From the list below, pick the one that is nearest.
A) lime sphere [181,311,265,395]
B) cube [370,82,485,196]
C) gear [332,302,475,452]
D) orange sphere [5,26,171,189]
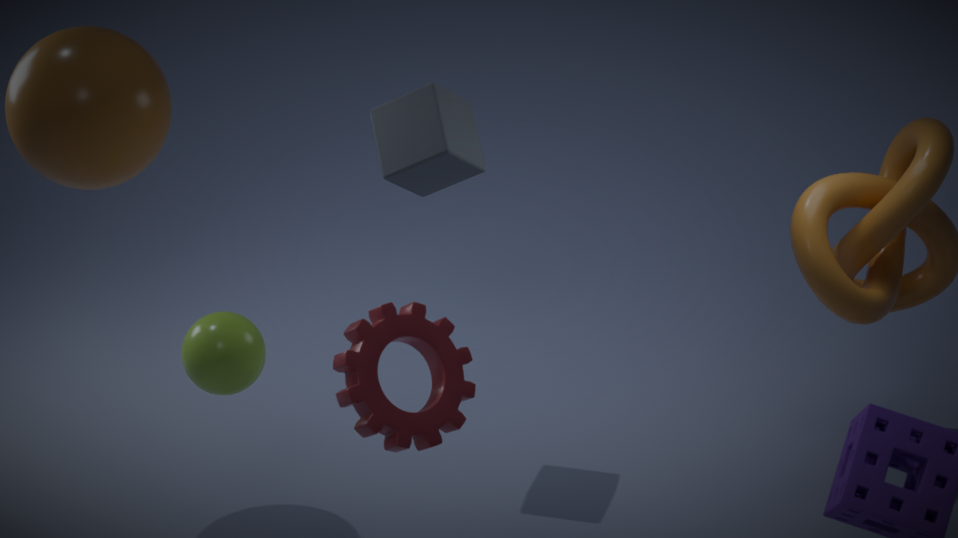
gear [332,302,475,452]
